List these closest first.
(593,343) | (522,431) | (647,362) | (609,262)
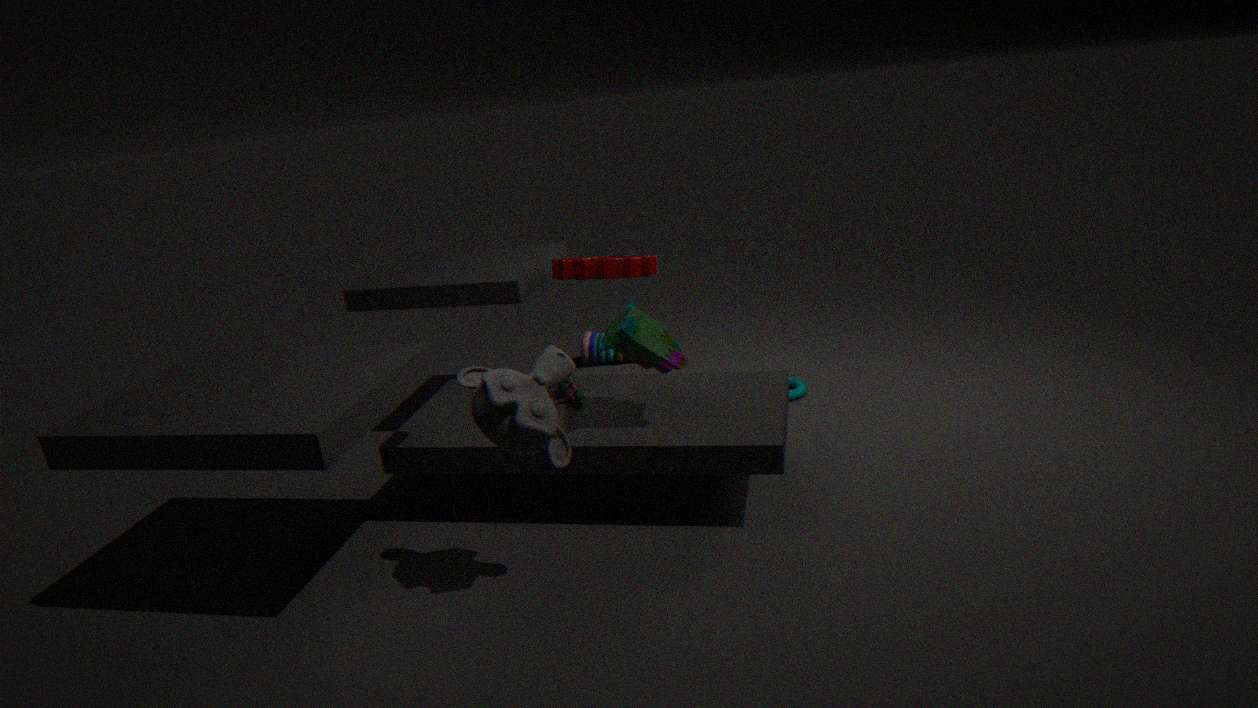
(522,431), (647,362), (609,262), (593,343)
